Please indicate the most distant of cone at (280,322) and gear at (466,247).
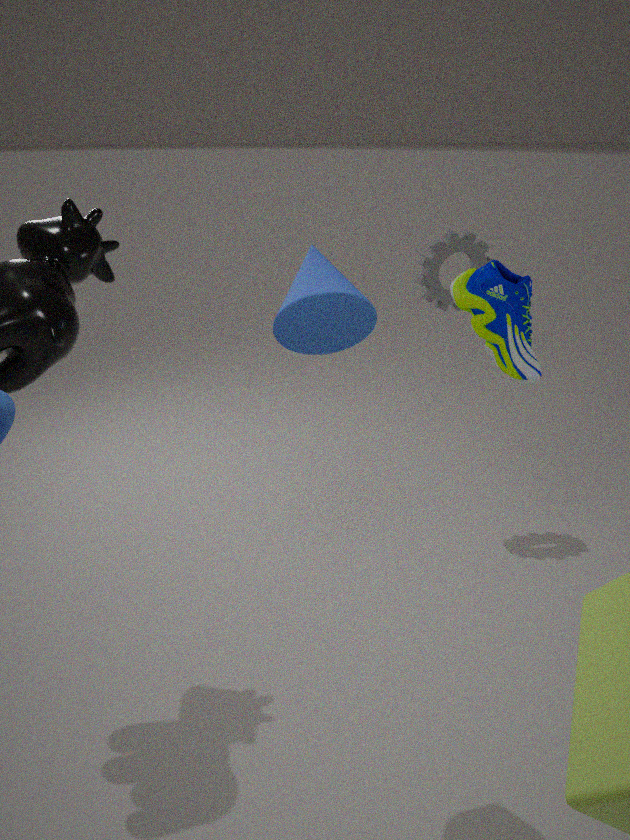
gear at (466,247)
